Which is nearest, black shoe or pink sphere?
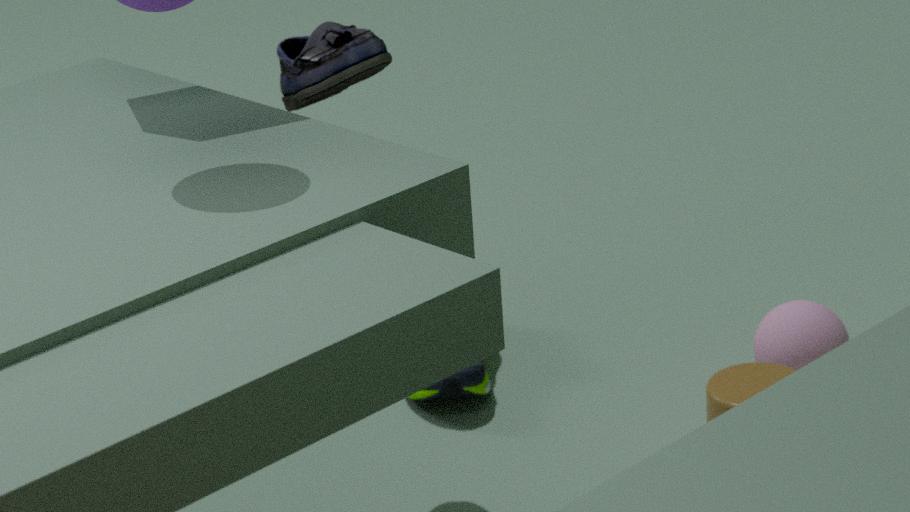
black shoe
